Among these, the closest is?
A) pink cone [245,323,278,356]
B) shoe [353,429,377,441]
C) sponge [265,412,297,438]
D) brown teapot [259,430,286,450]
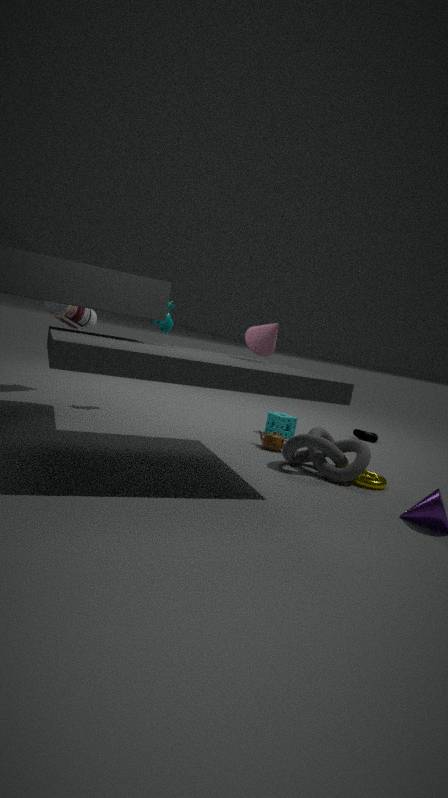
pink cone [245,323,278,356]
